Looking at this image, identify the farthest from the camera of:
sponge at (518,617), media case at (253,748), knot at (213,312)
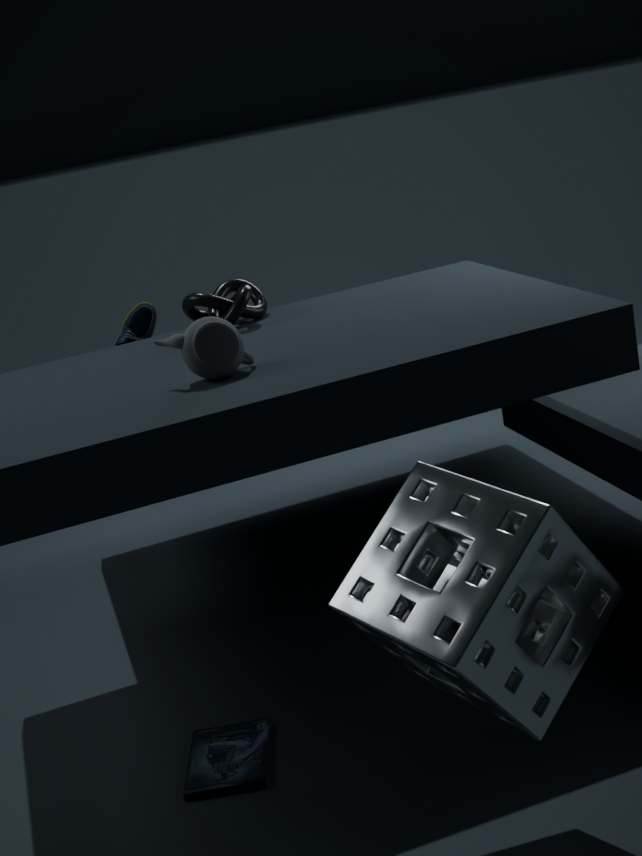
knot at (213,312)
